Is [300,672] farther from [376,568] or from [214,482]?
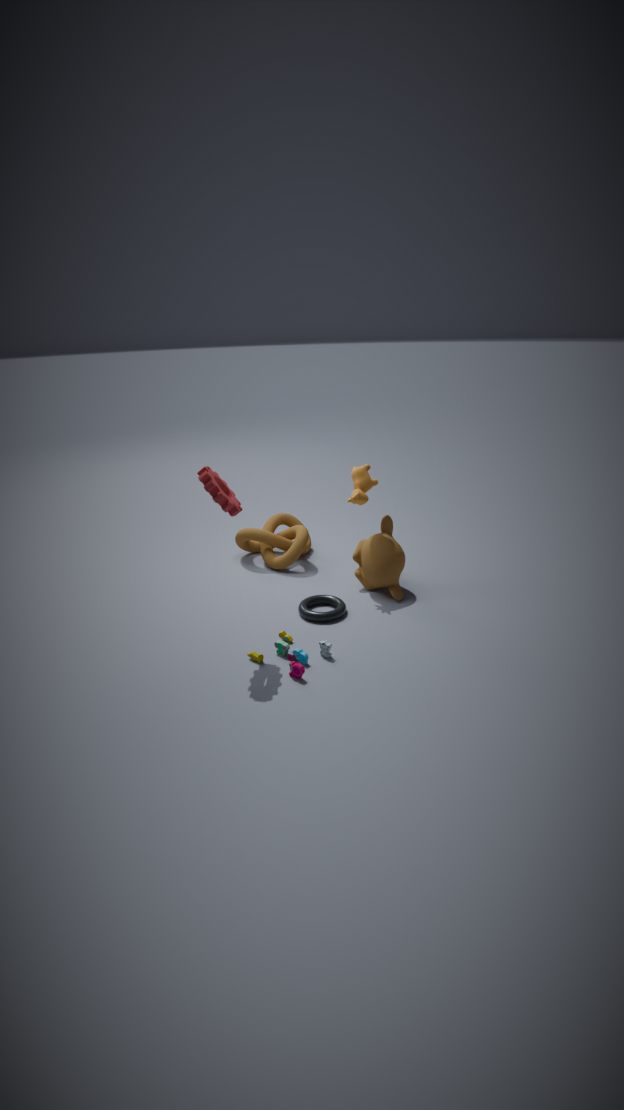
[376,568]
